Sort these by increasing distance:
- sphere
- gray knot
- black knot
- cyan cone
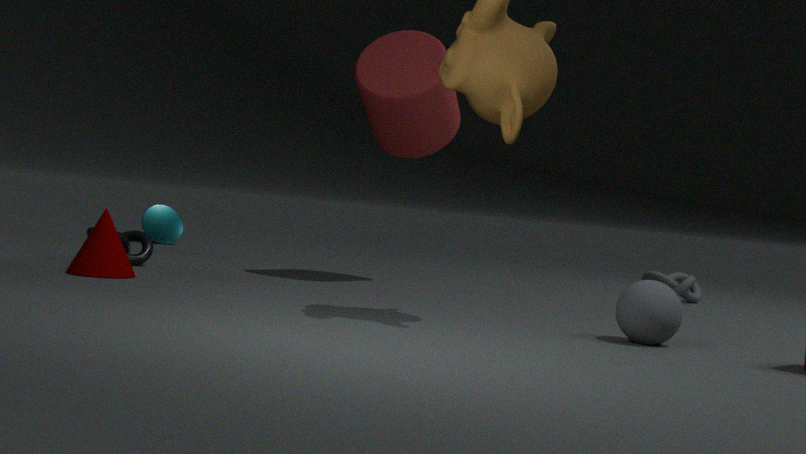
sphere < black knot < gray knot < cyan cone
